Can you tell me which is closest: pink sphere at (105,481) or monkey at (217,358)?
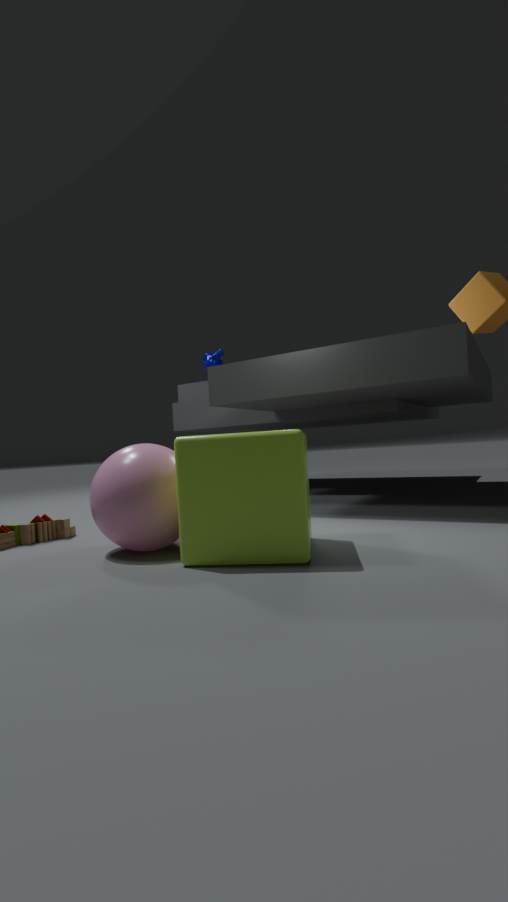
pink sphere at (105,481)
